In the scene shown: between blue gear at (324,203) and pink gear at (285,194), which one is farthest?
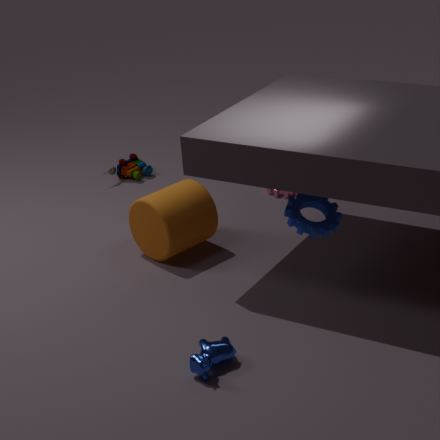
pink gear at (285,194)
